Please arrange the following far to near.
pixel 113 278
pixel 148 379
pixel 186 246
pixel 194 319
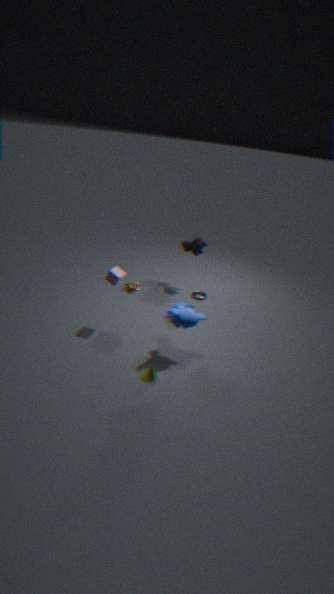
pixel 186 246 → pixel 113 278 → pixel 194 319 → pixel 148 379
